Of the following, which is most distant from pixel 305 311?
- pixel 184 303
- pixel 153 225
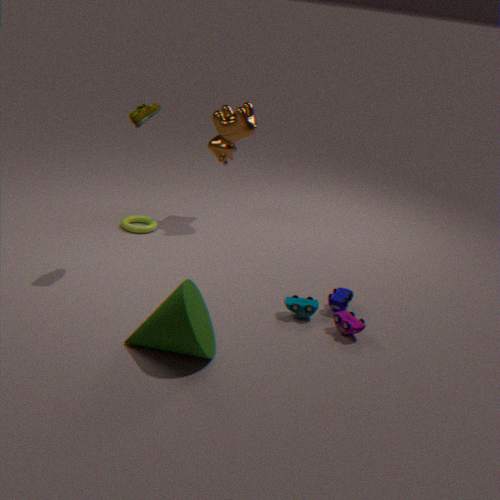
pixel 153 225
